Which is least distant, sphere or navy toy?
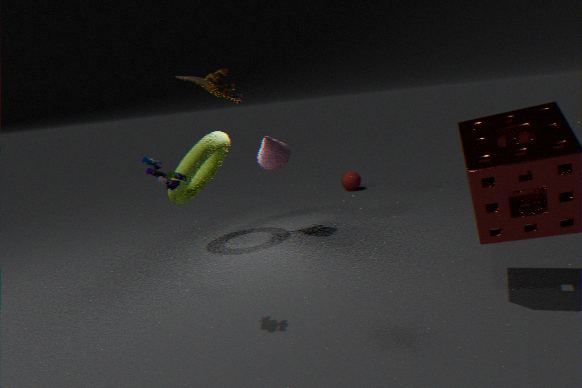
navy toy
